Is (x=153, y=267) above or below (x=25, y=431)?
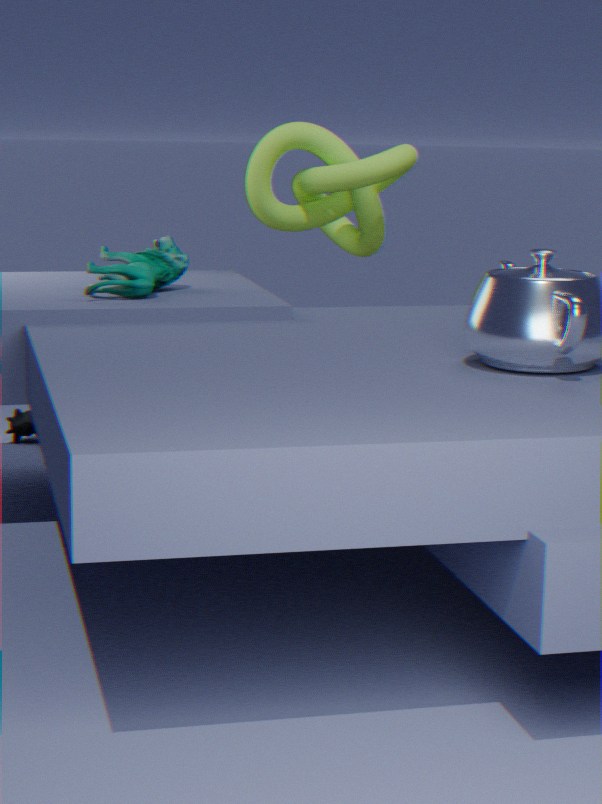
above
